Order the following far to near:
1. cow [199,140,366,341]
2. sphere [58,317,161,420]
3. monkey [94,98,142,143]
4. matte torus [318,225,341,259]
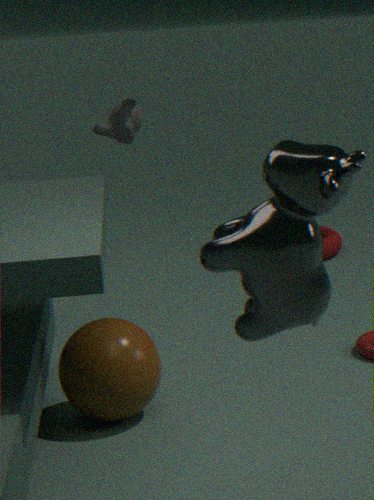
matte torus [318,225,341,259] < monkey [94,98,142,143] < sphere [58,317,161,420] < cow [199,140,366,341]
